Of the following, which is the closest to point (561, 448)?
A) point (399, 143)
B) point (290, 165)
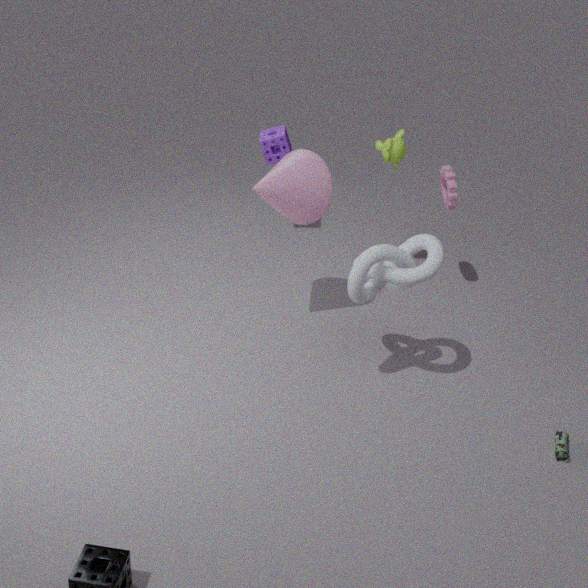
point (290, 165)
